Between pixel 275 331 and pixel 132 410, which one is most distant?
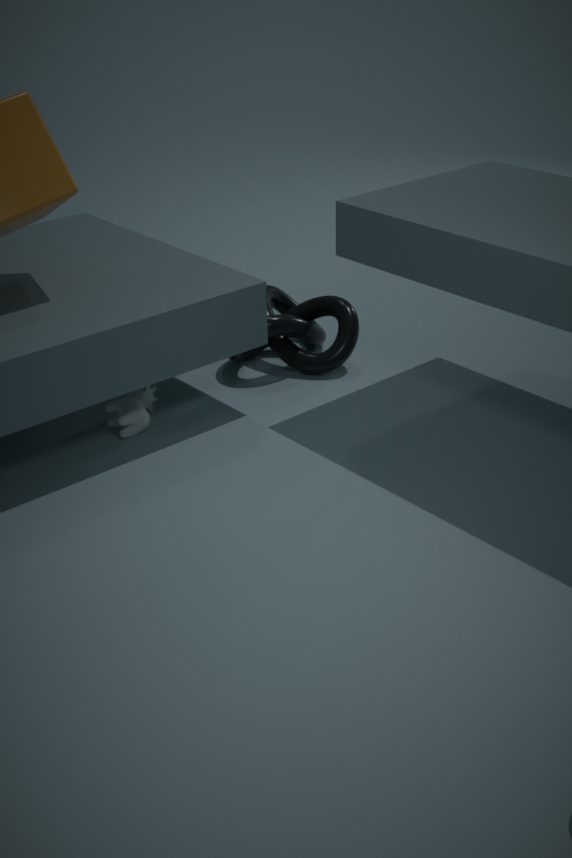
pixel 275 331
